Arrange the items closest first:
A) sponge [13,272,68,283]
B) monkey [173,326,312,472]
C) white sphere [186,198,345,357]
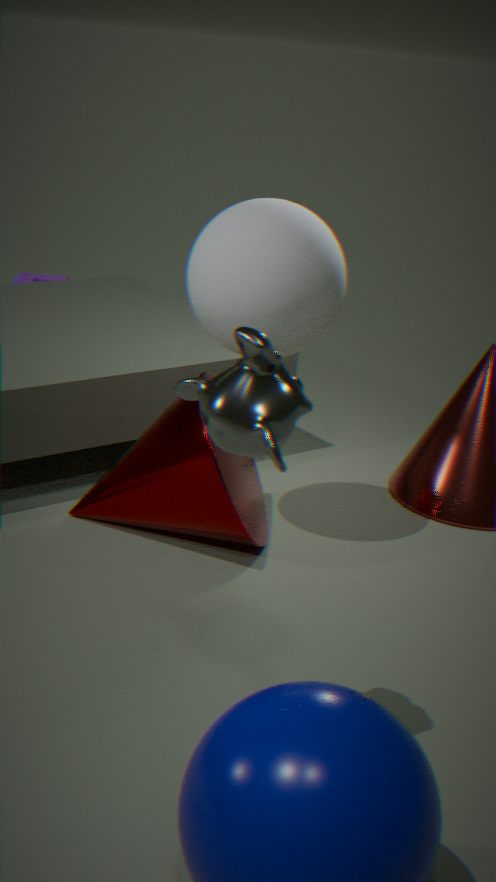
monkey [173,326,312,472] < white sphere [186,198,345,357] < sponge [13,272,68,283]
